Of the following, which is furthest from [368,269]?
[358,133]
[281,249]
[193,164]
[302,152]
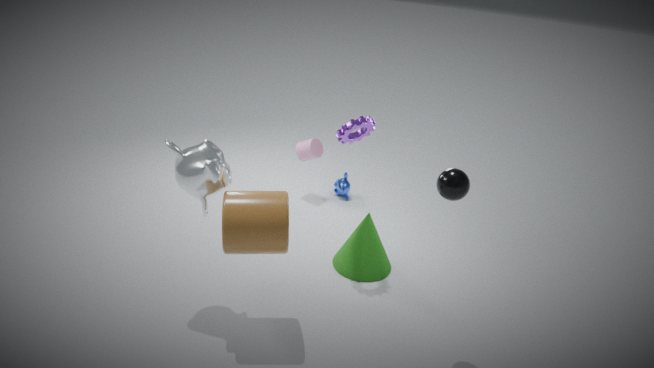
[193,164]
